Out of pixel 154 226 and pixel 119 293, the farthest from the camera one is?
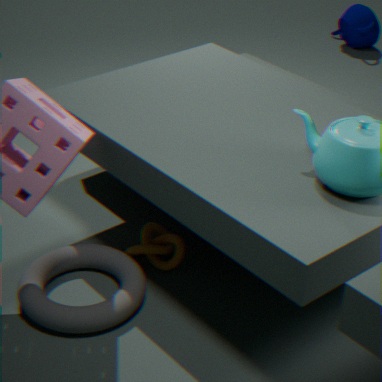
pixel 154 226
